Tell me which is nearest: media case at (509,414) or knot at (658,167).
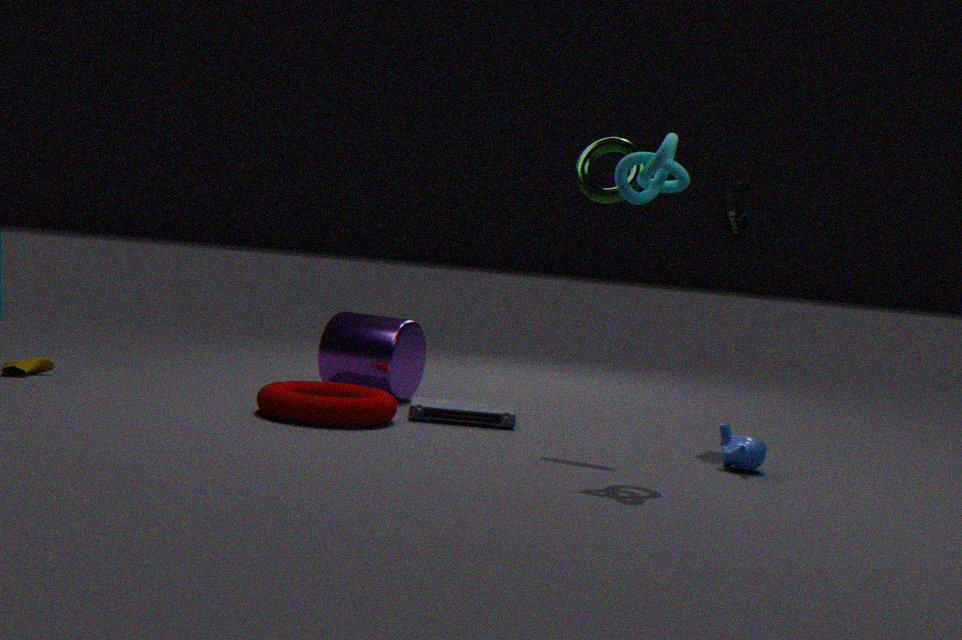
knot at (658,167)
